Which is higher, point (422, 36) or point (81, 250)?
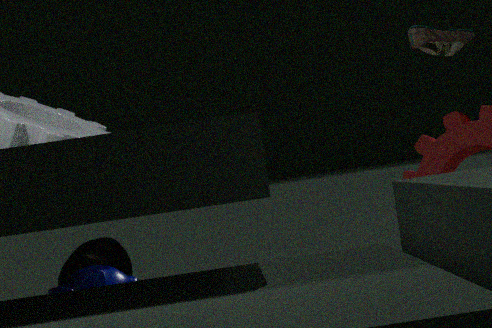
point (422, 36)
